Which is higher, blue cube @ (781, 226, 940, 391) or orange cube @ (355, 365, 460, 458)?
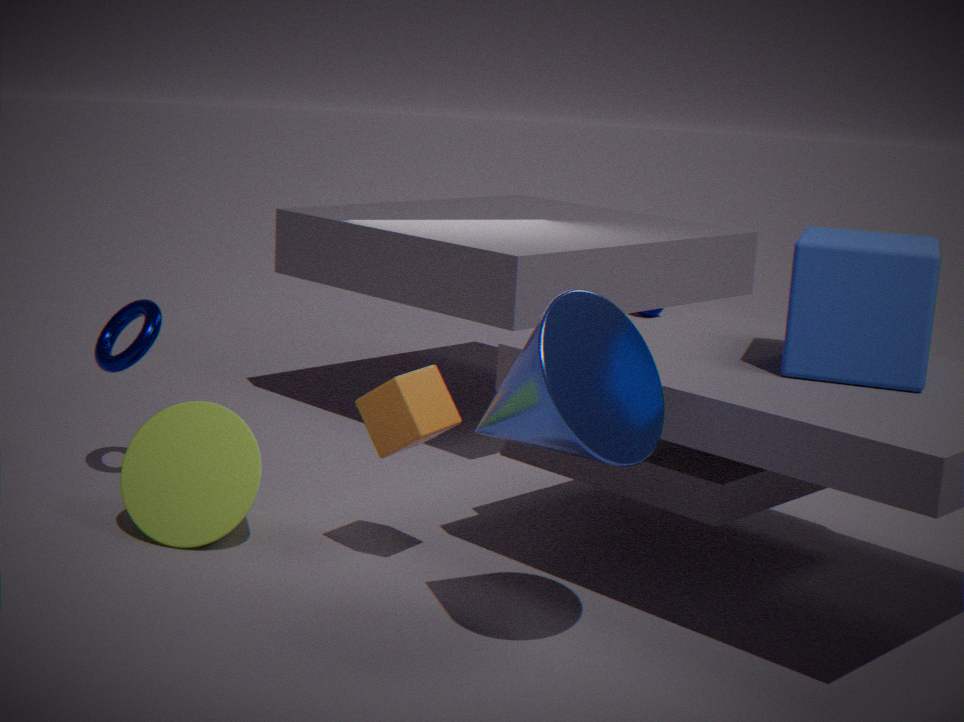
blue cube @ (781, 226, 940, 391)
